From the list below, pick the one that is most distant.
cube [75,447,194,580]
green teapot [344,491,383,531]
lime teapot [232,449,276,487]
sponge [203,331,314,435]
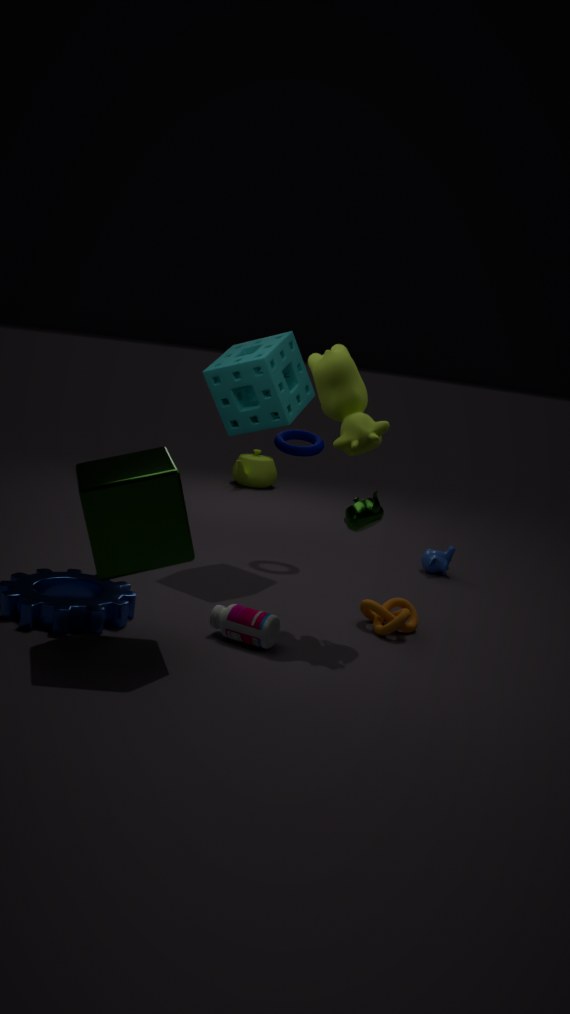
lime teapot [232,449,276,487]
